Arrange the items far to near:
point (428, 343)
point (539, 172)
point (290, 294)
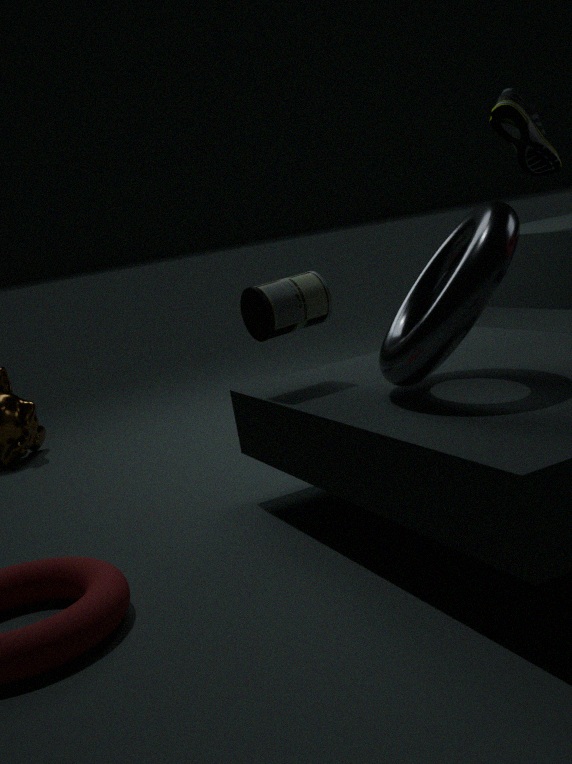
point (539, 172), point (290, 294), point (428, 343)
